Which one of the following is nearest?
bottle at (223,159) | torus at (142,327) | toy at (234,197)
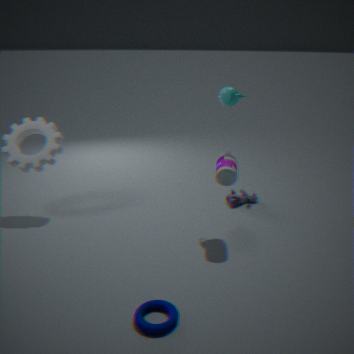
torus at (142,327)
